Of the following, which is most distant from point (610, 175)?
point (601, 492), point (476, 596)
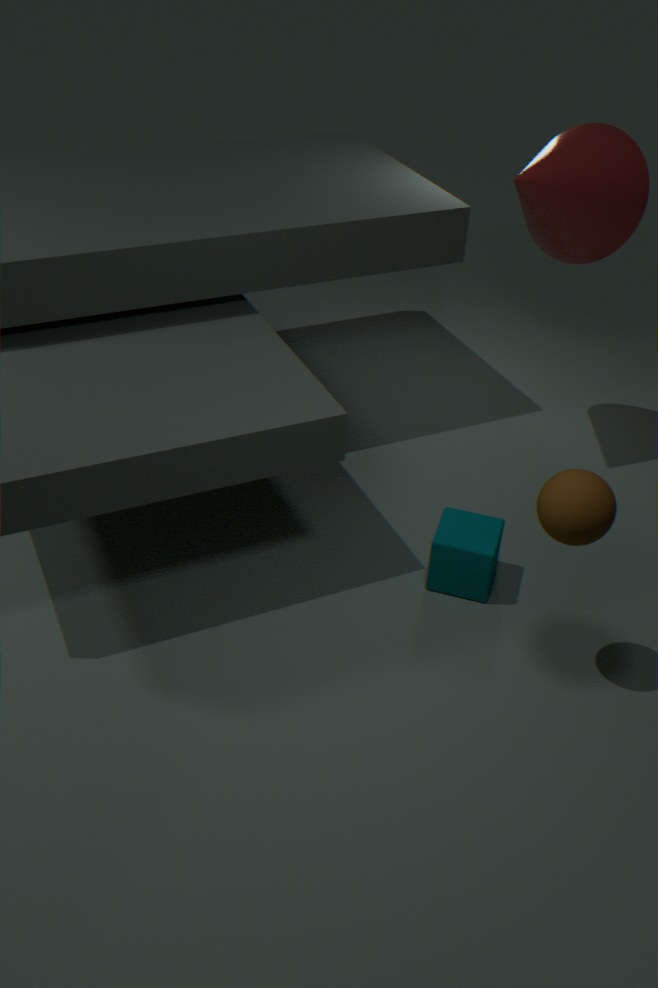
point (601, 492)
